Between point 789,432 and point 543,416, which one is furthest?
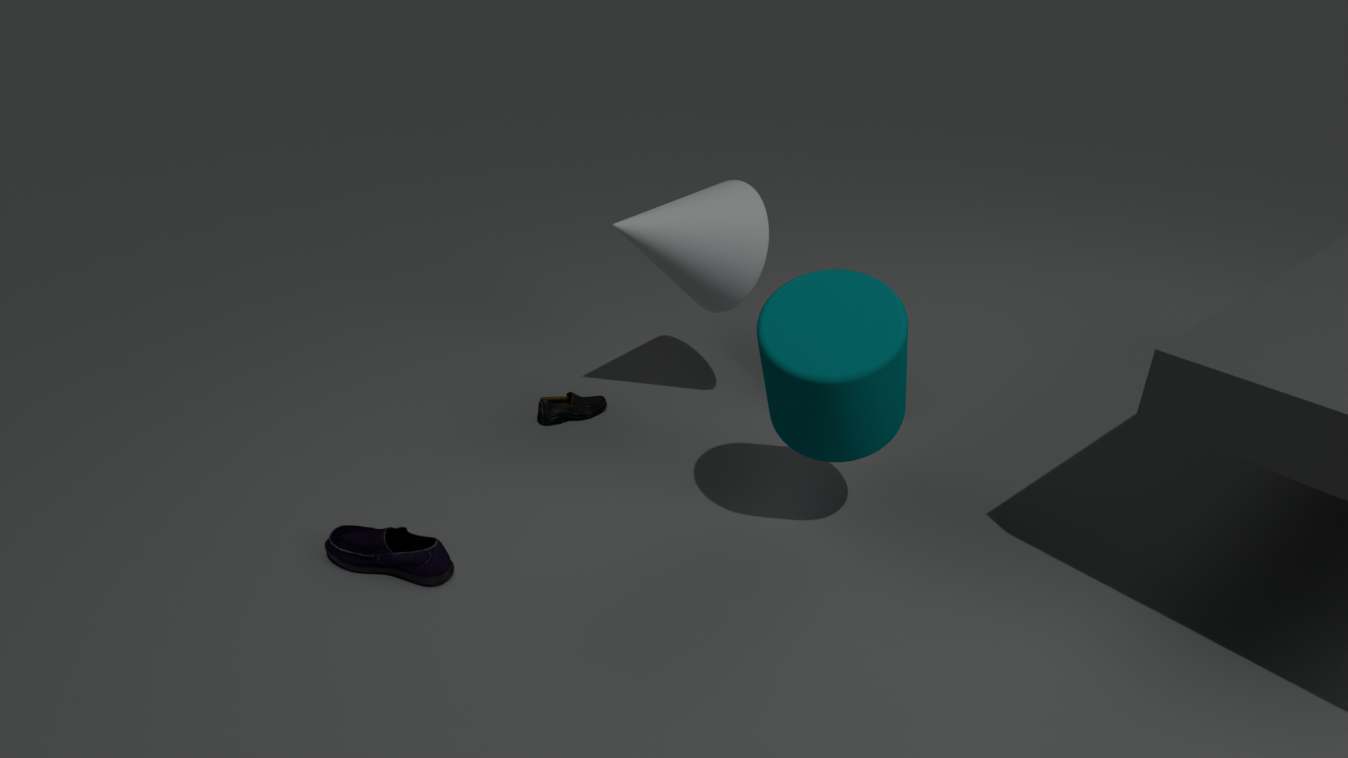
point 543,416
